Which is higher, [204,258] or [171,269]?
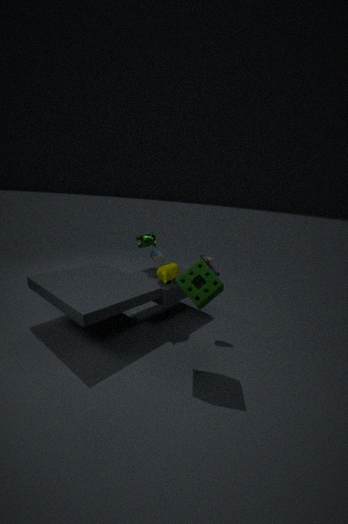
[204,258]
